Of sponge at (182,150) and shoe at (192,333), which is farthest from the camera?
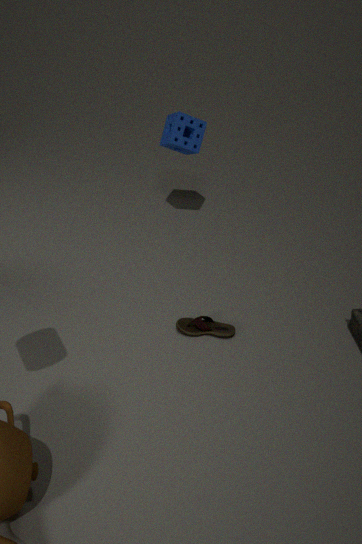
sponge at (182,150)
